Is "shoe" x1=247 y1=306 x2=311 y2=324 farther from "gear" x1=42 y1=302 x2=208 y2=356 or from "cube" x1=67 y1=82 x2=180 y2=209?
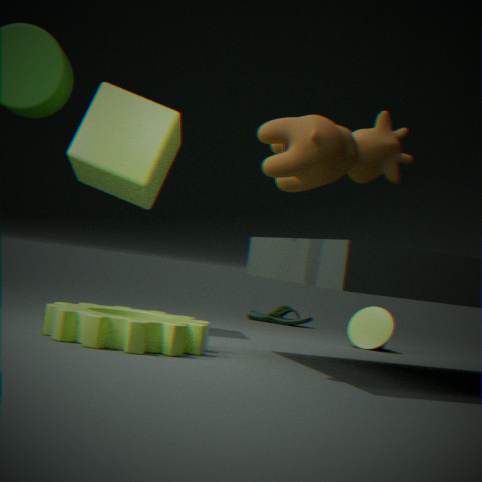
"gear" x1=42 y1=302 x2=208 y2=356
